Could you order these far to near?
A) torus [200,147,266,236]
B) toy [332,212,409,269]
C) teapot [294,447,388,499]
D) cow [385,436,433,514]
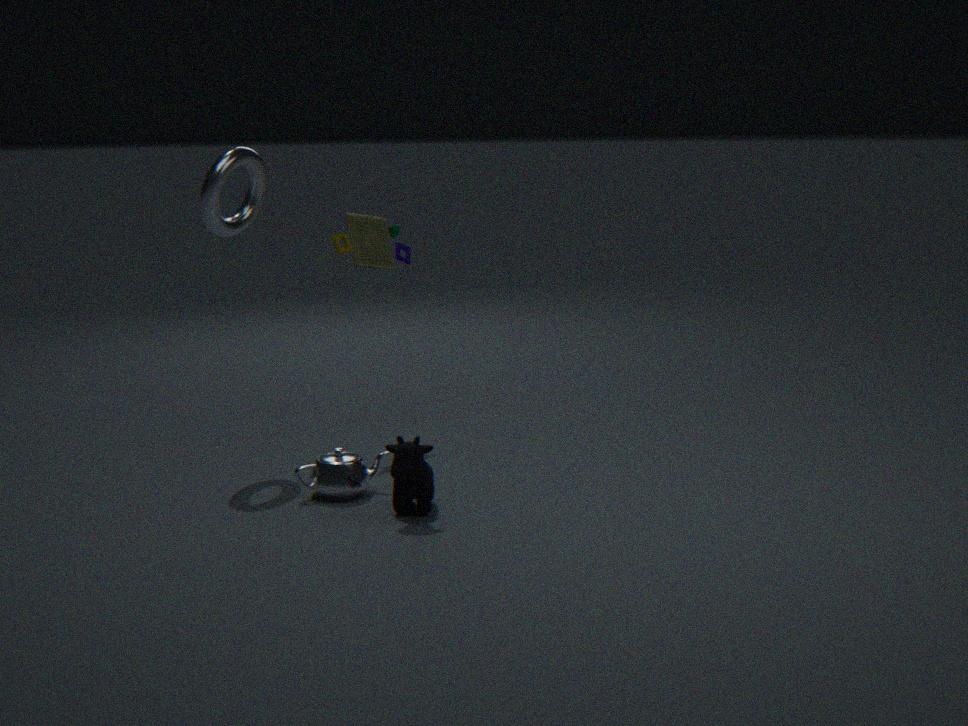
toy [332,212,409,269]
torus [200,147,266,236]
teapot [294,447,388,499]
cow [385,436,433,514]
